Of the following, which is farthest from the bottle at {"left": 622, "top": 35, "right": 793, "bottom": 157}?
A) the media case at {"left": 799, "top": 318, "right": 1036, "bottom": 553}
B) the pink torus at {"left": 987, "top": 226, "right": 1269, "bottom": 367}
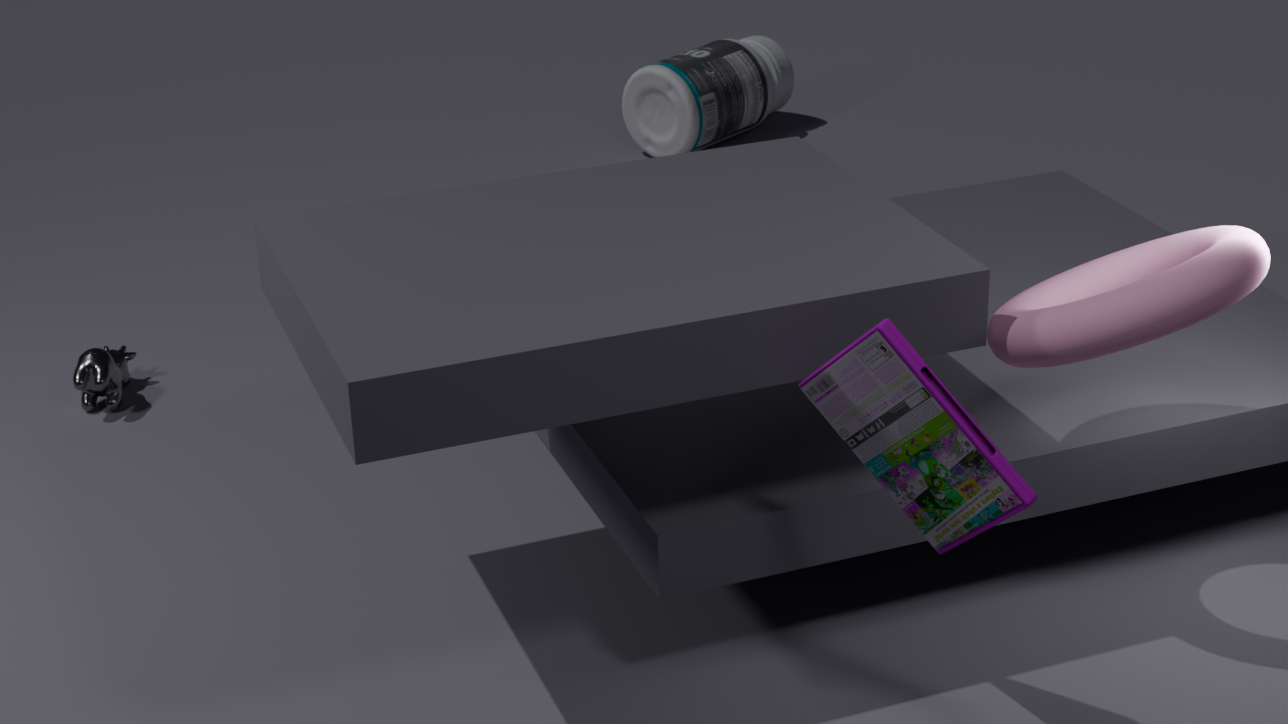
the media case at {"left": 799, "top": 318, "right": 1036, "bottom": 553}
